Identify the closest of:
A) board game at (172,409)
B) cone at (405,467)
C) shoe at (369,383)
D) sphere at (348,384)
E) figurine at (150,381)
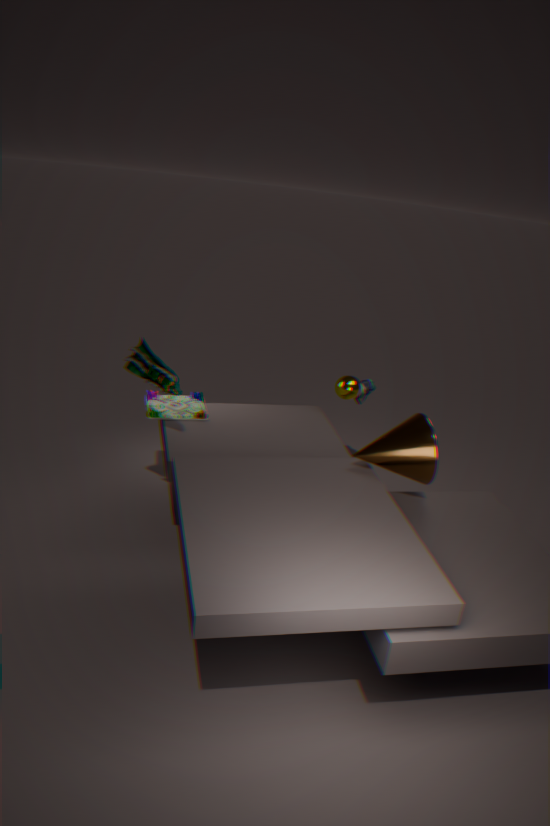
cone at (405,467)
